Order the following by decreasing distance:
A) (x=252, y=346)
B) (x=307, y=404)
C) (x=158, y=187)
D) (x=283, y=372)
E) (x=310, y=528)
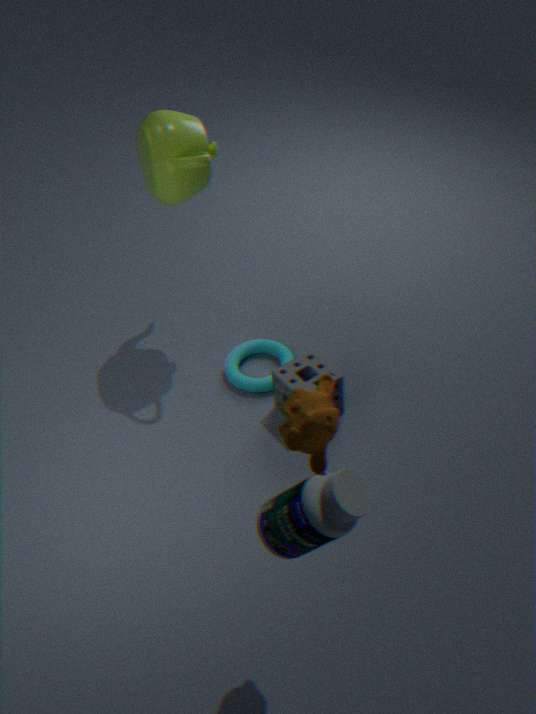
(x=252, y=346) < (x=283, y=372) < (x=158, y=187) < (x=307, y=404) < (x=310, y=528)
